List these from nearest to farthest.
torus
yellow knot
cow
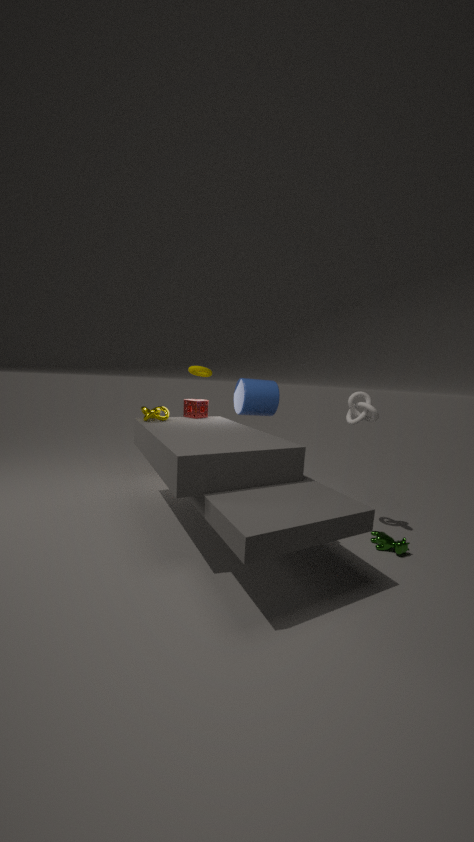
1. cow
2. yellow knot
3. torus
